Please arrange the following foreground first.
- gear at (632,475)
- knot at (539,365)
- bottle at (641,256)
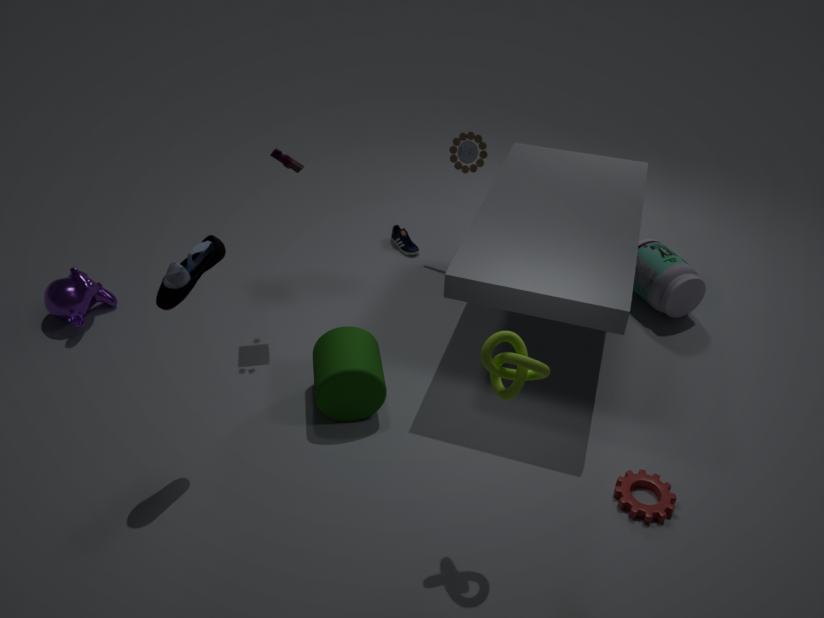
knot at (539,365) → gear at (632,475) → bottle at (641,256)
